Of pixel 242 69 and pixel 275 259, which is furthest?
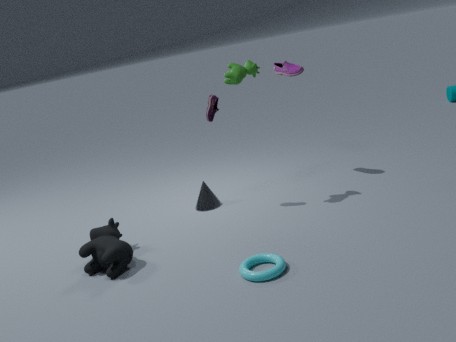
pixel 242 69
